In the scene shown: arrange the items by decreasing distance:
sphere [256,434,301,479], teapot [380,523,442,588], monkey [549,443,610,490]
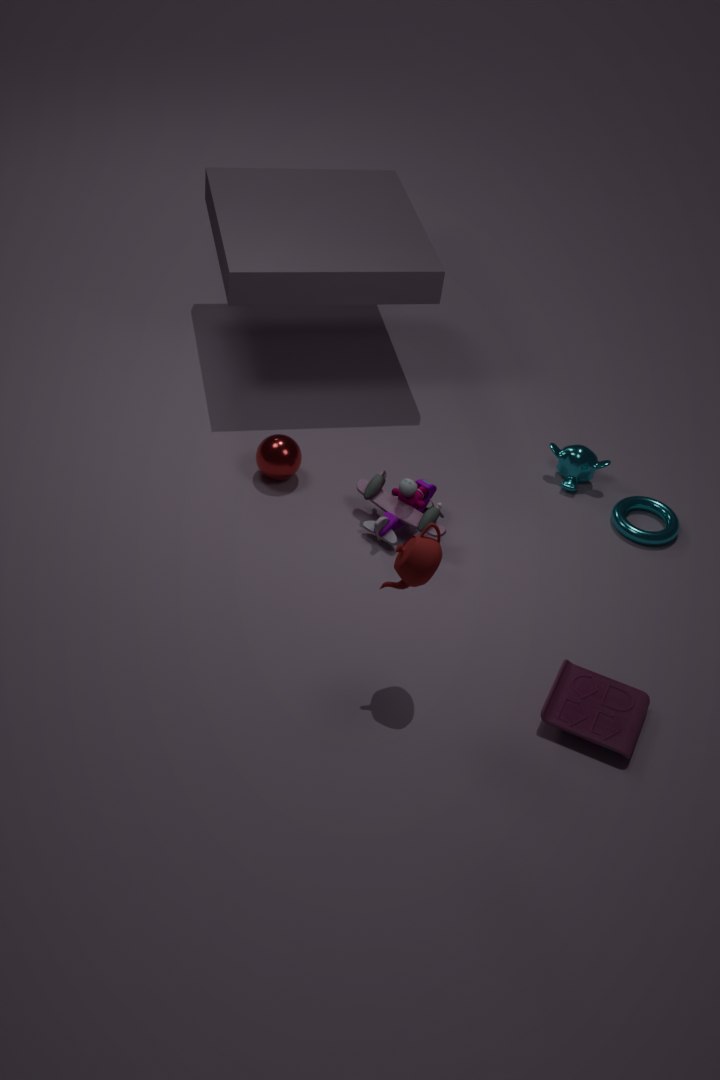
monkey [549,443,610,490], sphere [256,434,301,479], teapot [380,523,442,588]
